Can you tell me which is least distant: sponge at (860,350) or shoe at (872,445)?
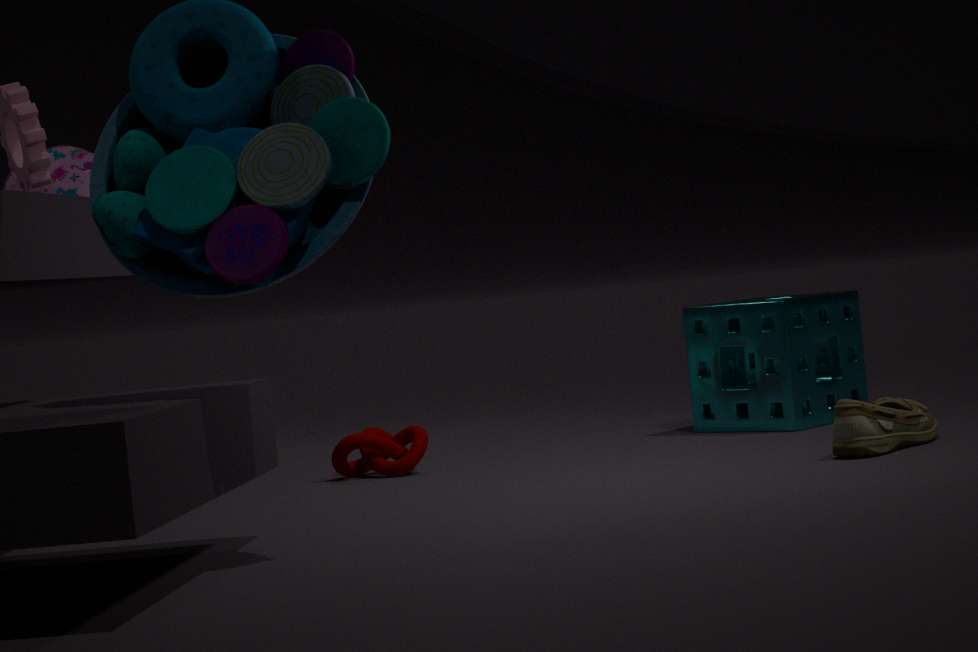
shoe at (872,445)
